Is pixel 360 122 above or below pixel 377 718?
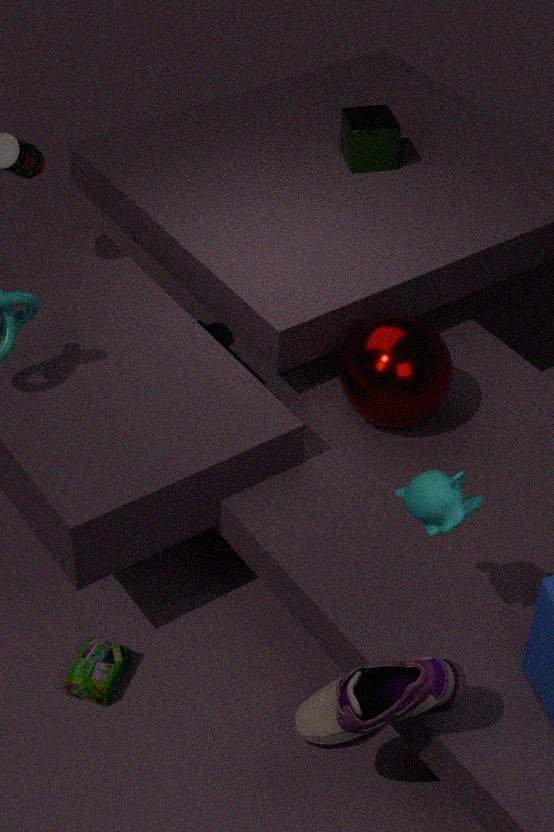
above
